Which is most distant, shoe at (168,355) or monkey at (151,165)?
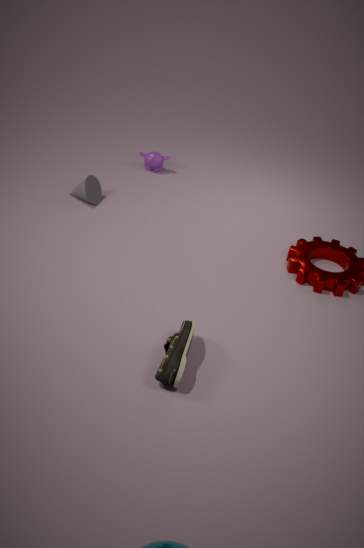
monkey at (151,165)
